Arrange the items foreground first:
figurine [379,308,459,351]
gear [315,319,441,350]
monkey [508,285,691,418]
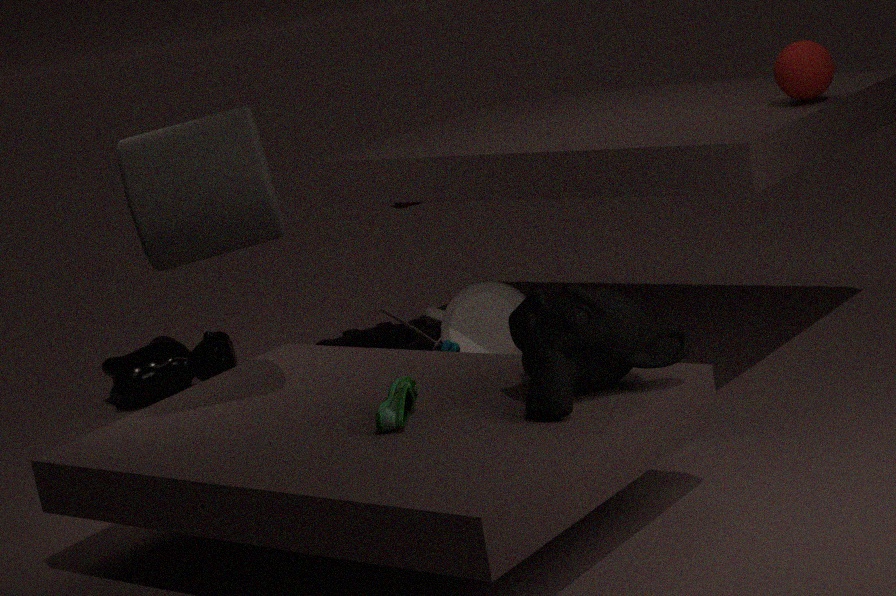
1. monkey [508,285,691,418]
2. figurine [379,308,459,351]
3. gear [315,319,441,350]
